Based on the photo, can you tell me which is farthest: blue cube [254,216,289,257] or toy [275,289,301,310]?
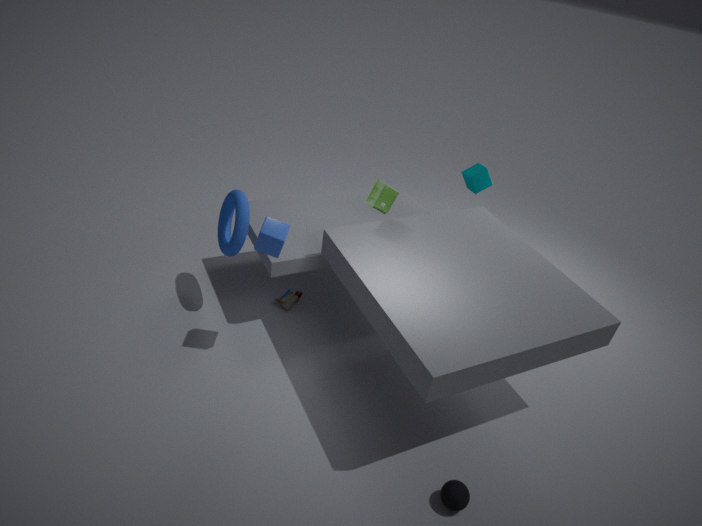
toy [275,289,301,310]
